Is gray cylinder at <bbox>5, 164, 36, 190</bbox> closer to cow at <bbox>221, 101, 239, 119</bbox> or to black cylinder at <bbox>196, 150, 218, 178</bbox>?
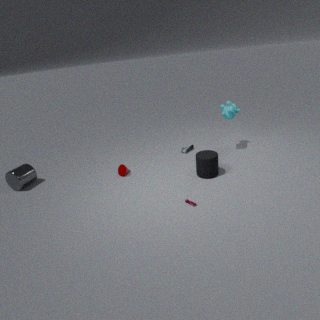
black cylinder at <bbox>196, 150, 218, 178</bbox>
